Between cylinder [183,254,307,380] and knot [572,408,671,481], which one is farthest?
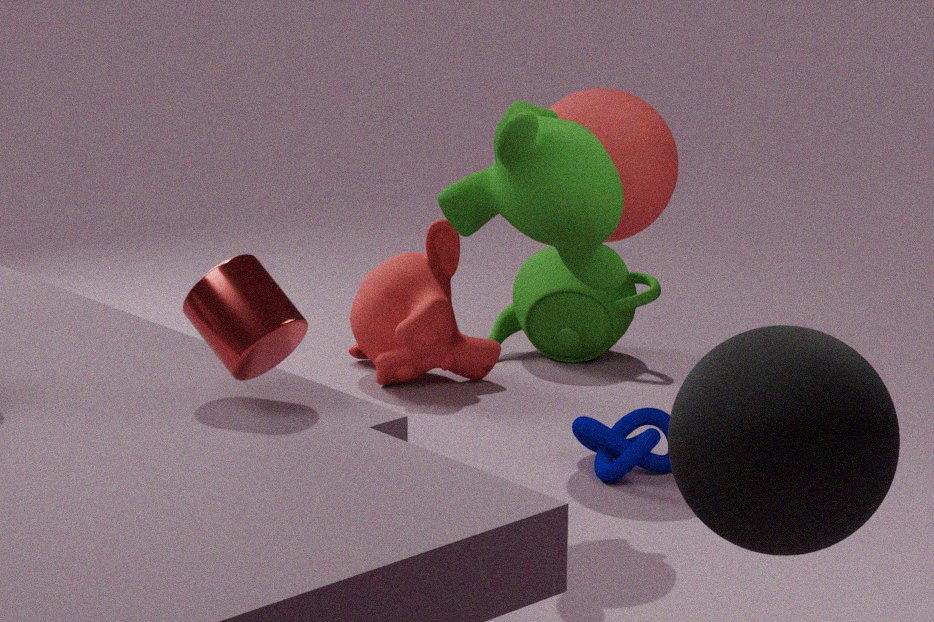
knot [572,408,671,481]
